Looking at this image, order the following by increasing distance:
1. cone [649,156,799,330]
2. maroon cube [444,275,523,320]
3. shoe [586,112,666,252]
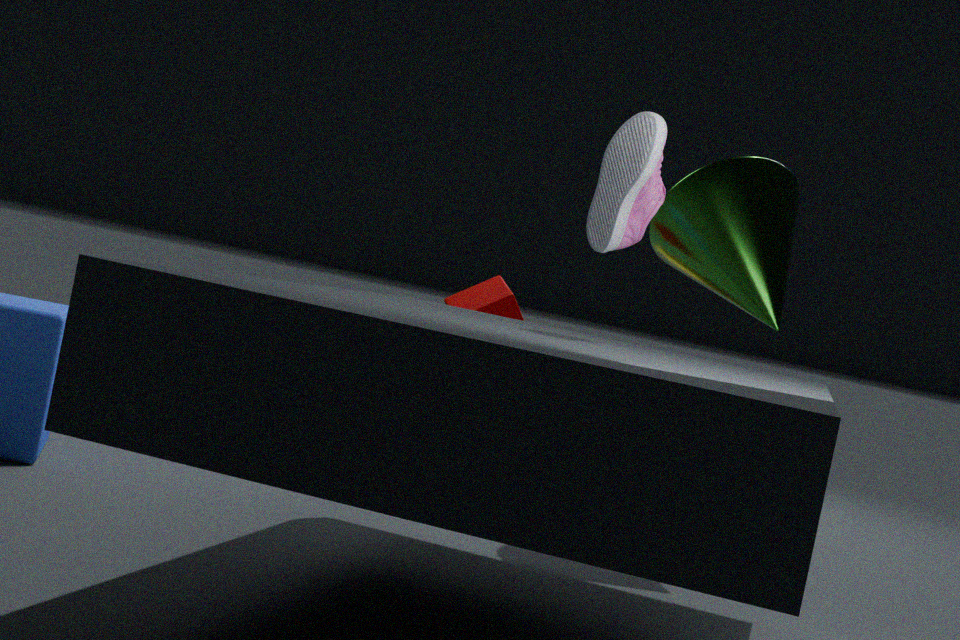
shoe [586,112,666,252] → cone [649,156,799,330] → maroon cube [444,275,523,320]
